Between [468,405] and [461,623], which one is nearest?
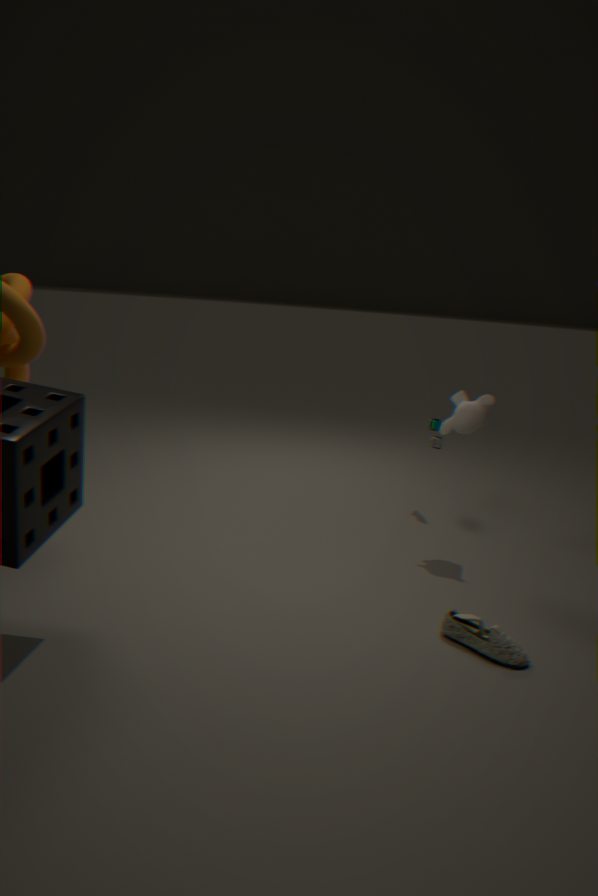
[461,623]
